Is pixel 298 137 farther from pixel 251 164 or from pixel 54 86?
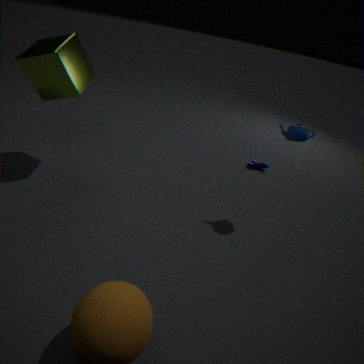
pixel 54 86
